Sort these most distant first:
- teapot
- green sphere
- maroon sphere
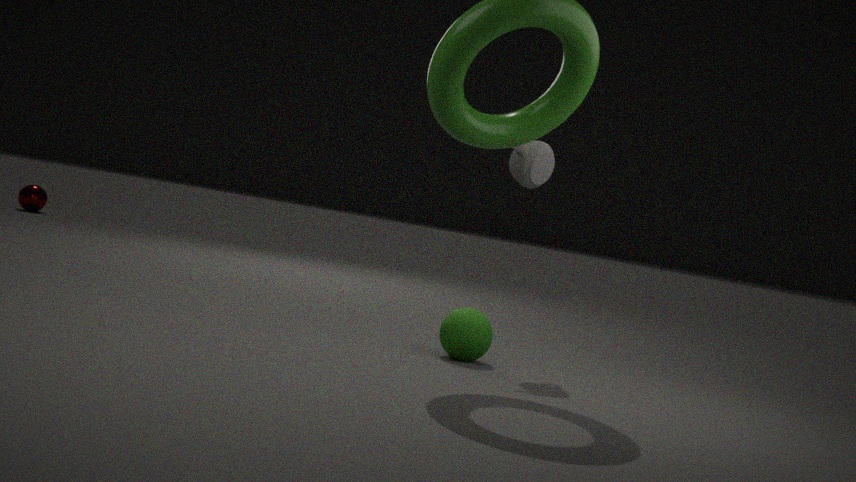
maroon sphere → teapot → green sphere
